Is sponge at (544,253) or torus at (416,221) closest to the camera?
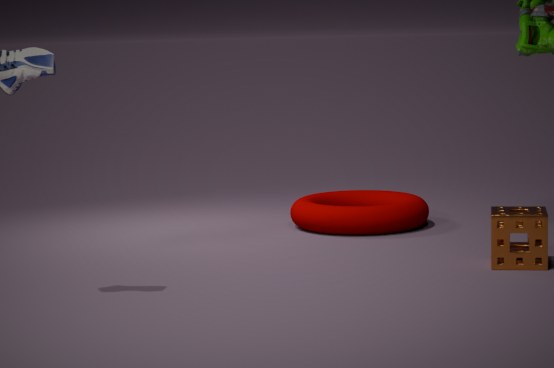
sponge at (544,253)
